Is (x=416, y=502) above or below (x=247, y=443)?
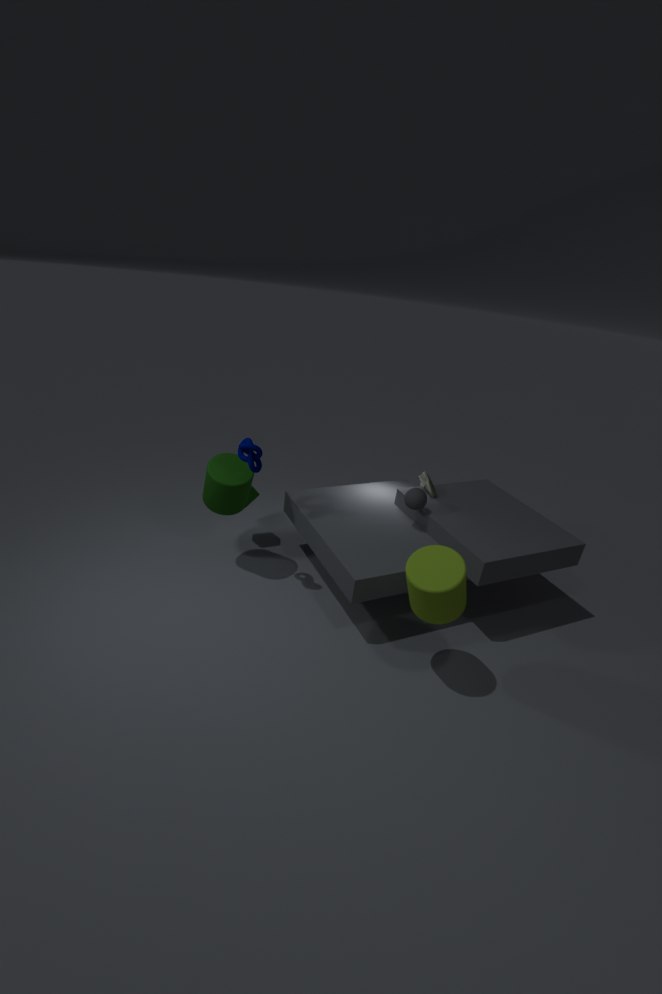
below
